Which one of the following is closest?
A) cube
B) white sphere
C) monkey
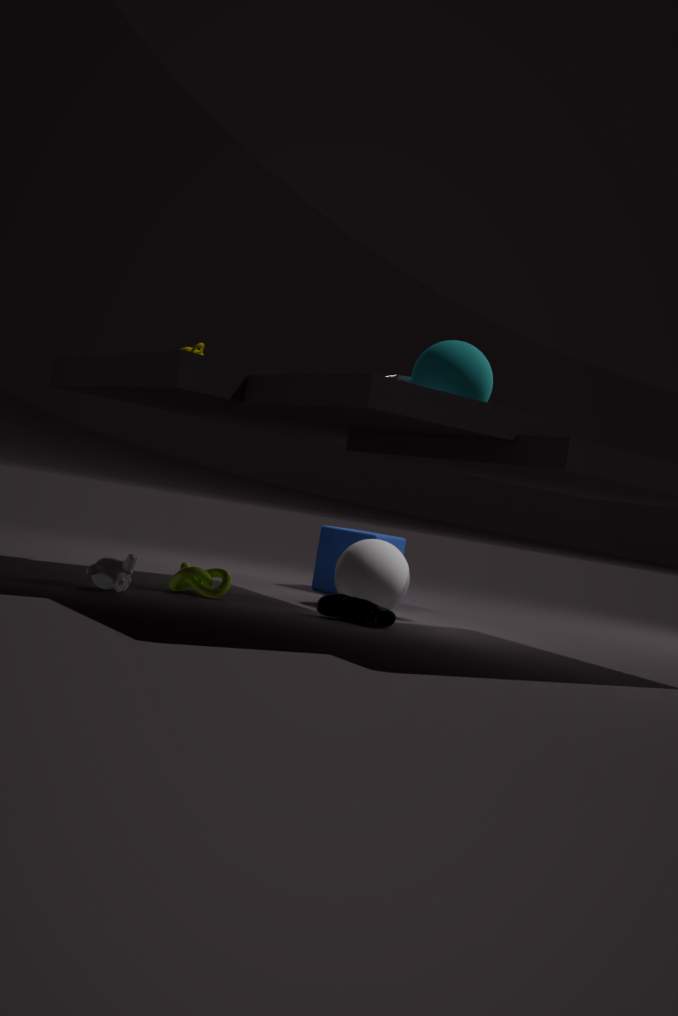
monkey
